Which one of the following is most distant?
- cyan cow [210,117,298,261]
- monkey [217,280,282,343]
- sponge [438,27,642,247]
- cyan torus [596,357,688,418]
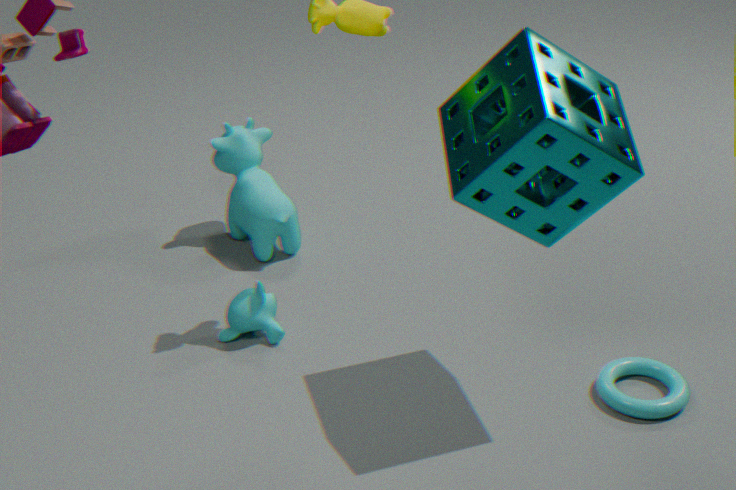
cyan cow [210,117,298,261]
